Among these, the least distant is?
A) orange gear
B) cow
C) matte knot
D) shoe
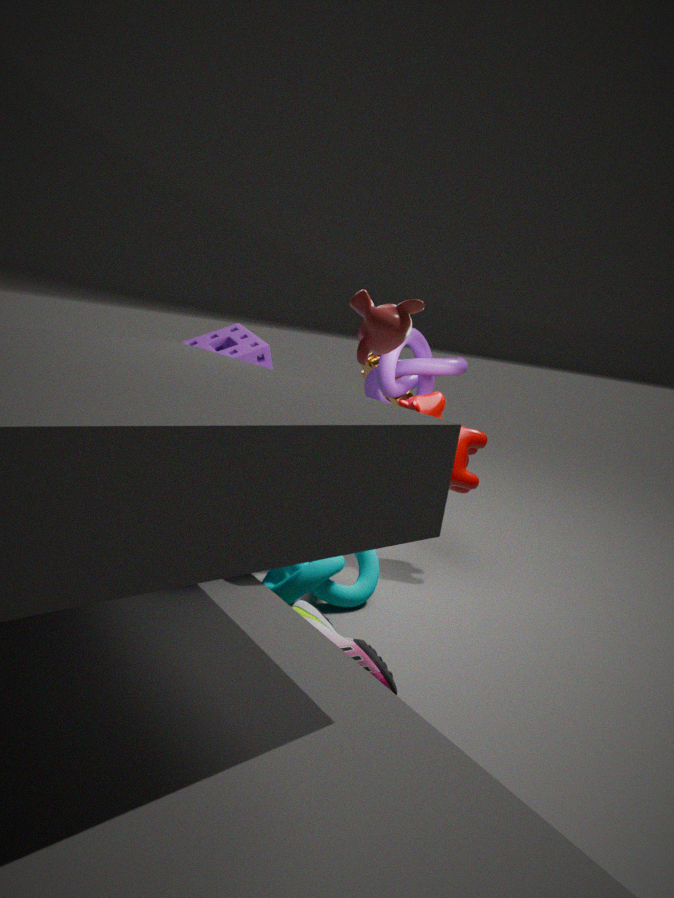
shoe
